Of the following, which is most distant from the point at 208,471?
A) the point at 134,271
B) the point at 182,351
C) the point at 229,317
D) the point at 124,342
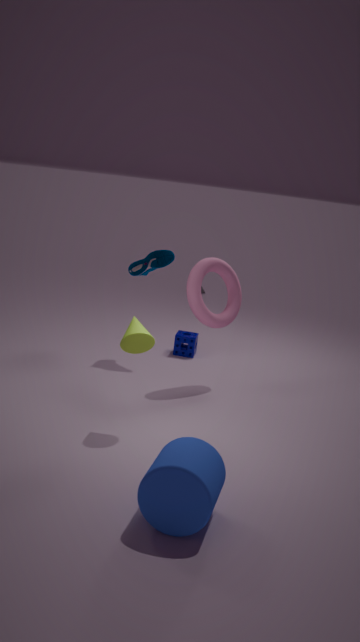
the point at 182,351
